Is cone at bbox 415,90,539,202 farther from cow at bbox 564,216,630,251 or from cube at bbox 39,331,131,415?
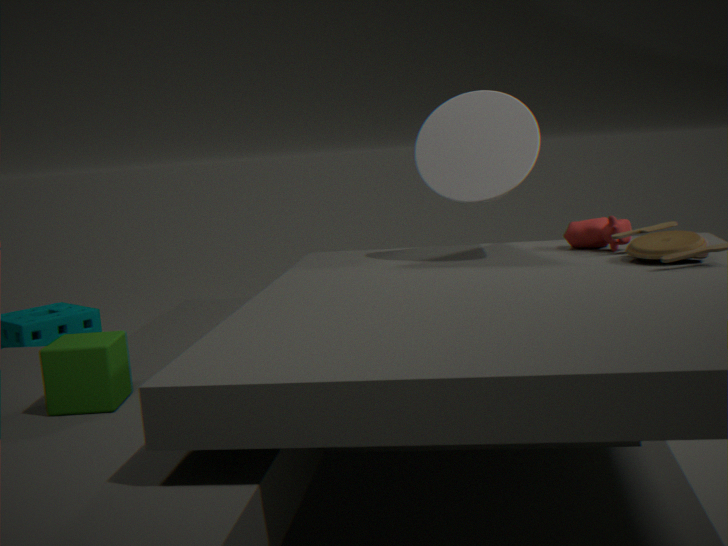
cube at bbox 39,331,131,415
